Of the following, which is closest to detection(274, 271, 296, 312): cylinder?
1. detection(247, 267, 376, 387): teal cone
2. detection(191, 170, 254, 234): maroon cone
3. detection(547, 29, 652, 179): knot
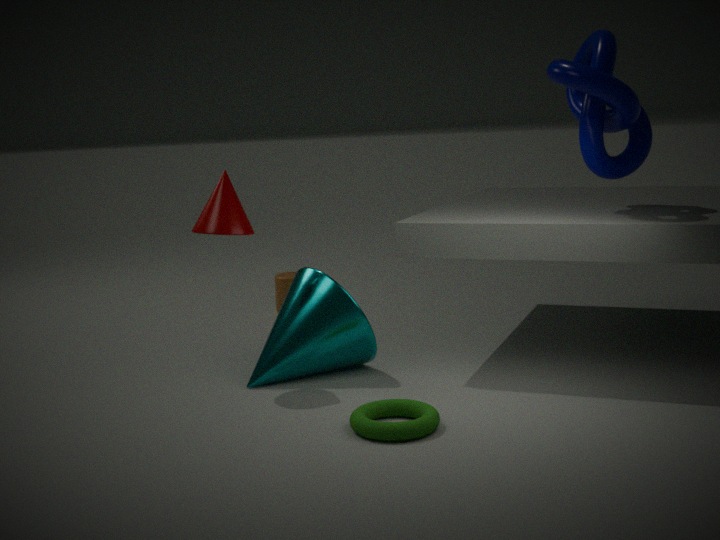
detection(247, 267, 376, 387): teal cone
